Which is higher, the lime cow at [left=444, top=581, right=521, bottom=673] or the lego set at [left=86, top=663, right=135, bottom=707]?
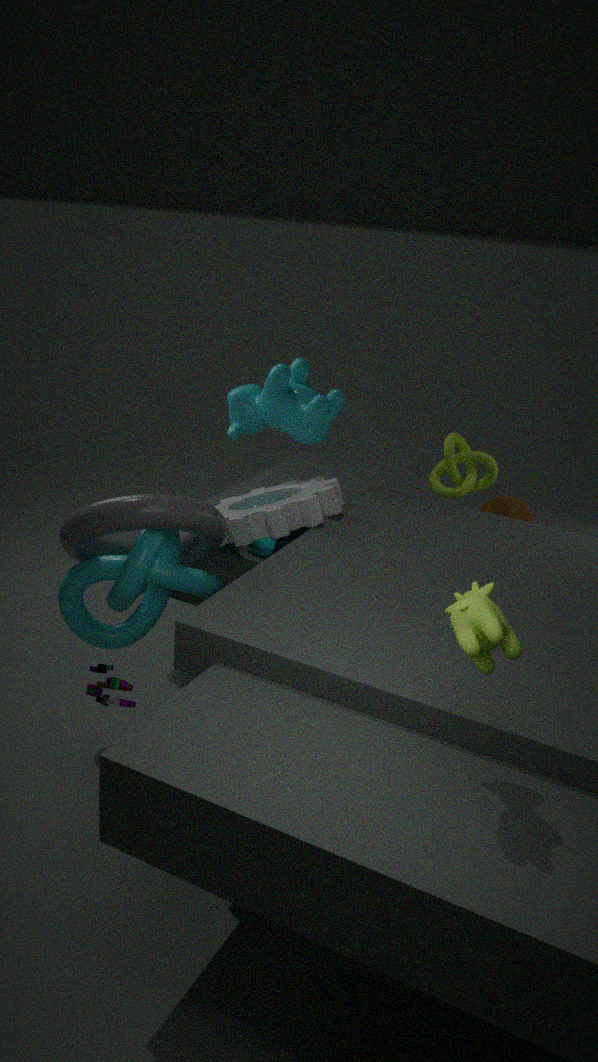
the lime cow at [left=444, top=581, right=521, bottom=673]
